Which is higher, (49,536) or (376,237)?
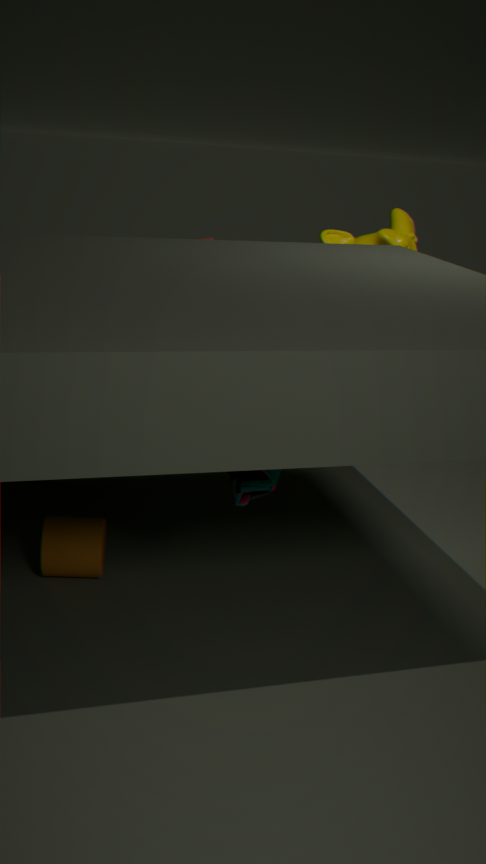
(376,237)
